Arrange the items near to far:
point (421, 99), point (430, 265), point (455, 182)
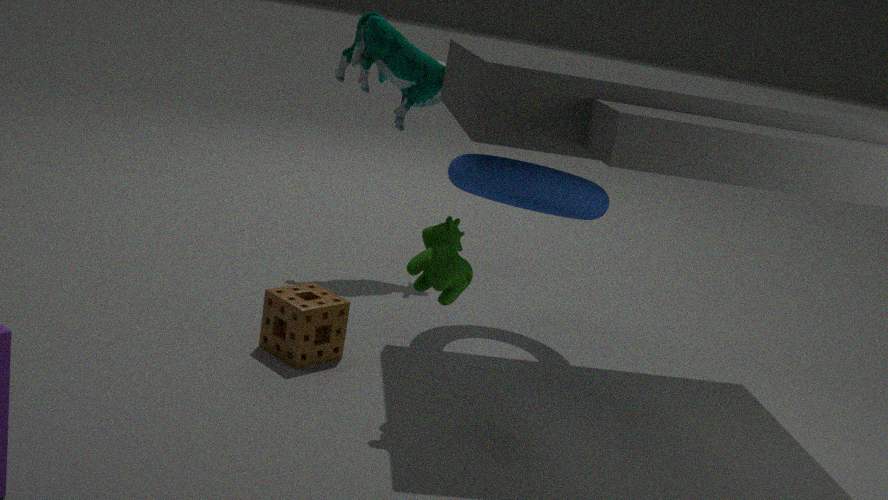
point (430, 265)
point (455, 182)
point (421, 99)
